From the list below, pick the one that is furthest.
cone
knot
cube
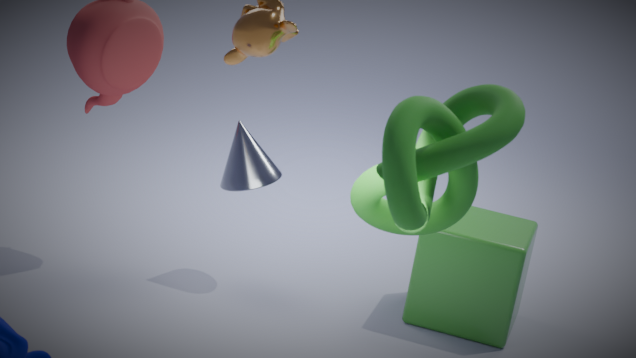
cone
